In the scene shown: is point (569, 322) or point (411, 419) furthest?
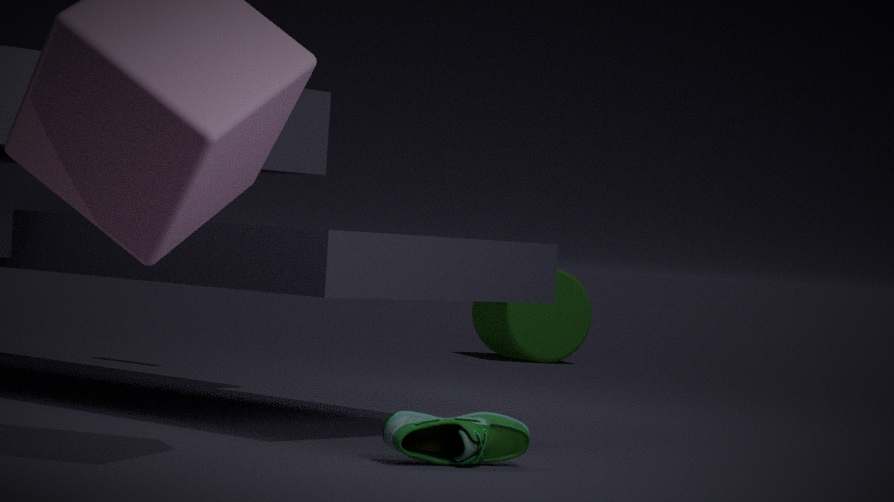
point (569, 322)
